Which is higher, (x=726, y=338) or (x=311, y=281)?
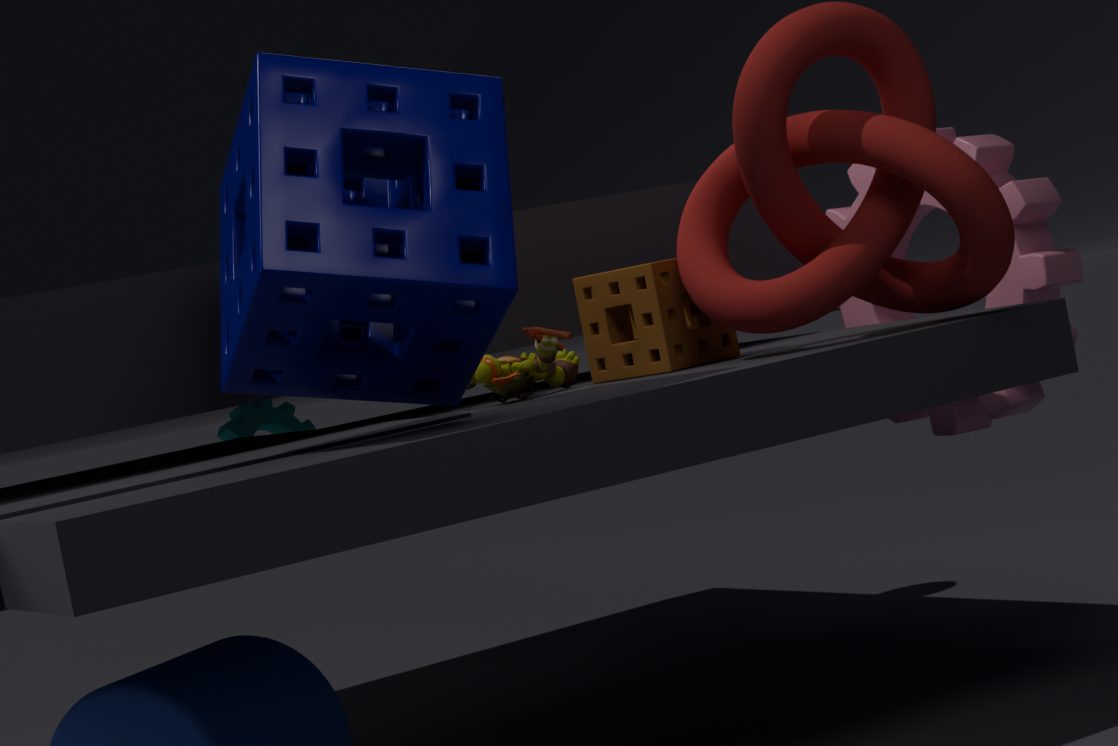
(x=311, y=281)
